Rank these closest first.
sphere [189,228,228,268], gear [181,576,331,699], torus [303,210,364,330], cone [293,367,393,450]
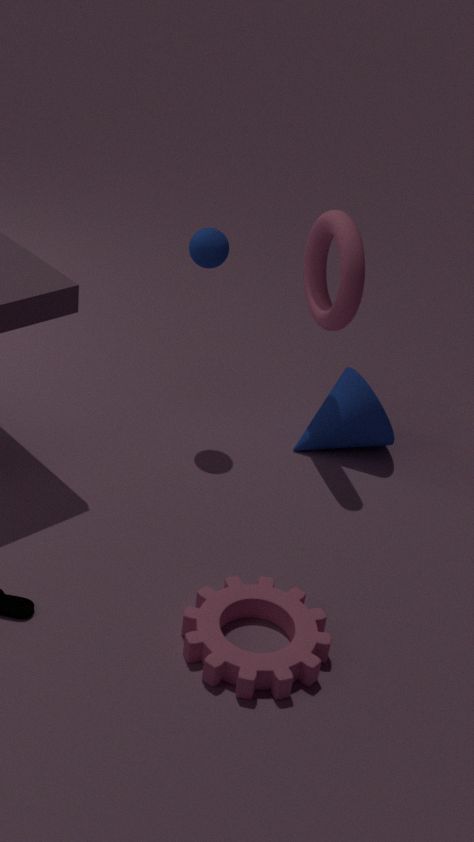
gear [181,576,331,699] → torus [303,210,364,330] → sphere [189,228,228,268] → cone [293,367,393,450]
